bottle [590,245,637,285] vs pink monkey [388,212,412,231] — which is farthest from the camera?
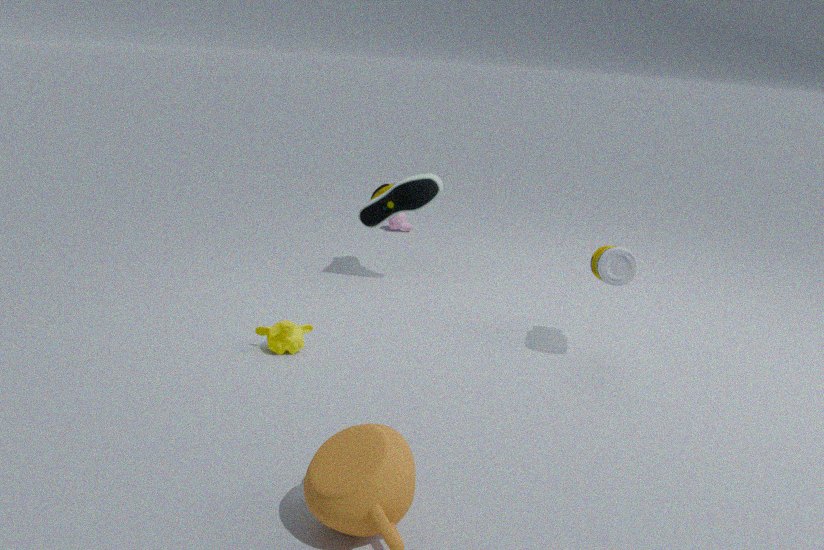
pink monkey [388,212,412,231]
